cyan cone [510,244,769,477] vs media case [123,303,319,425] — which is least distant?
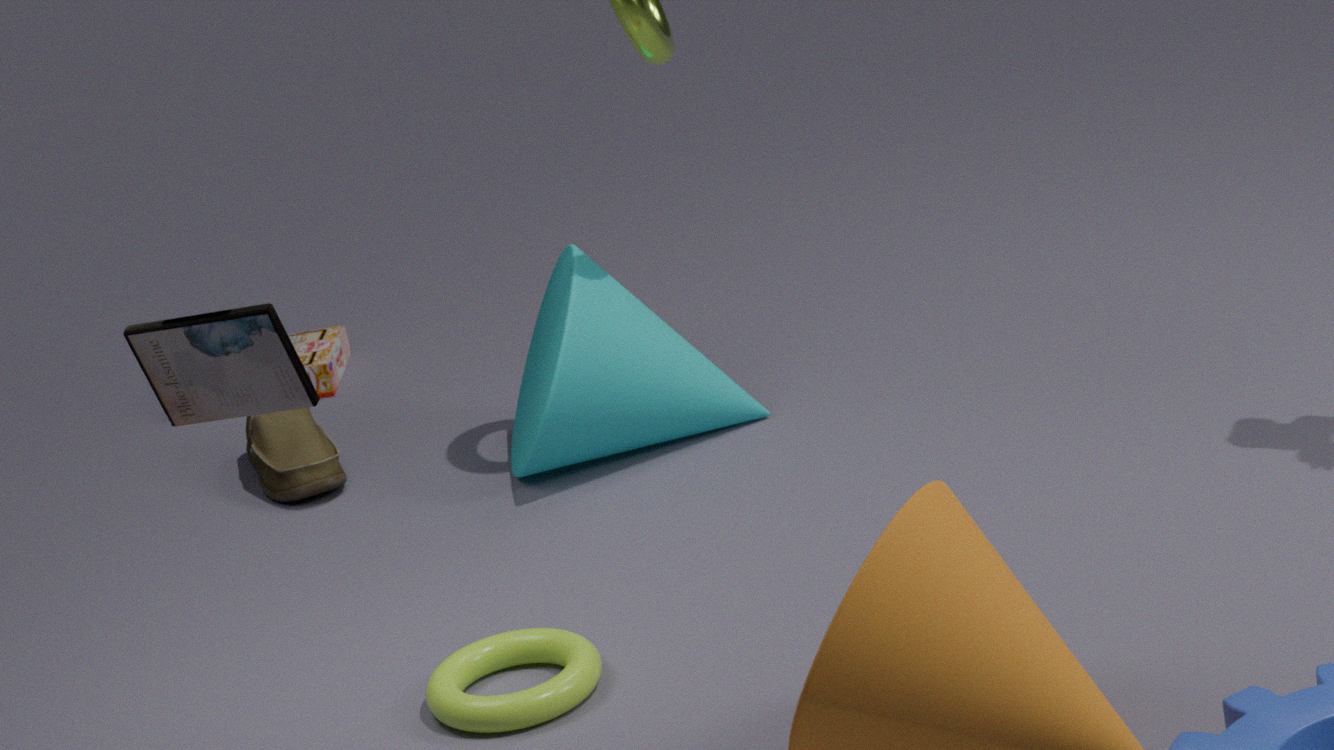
media case [123,303,319,425]
